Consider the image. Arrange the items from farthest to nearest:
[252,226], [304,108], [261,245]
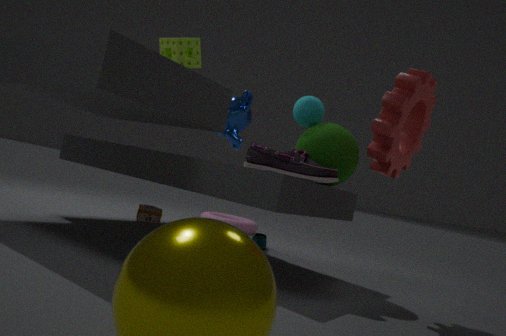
1. [252,226]
2. [261,245]
3. [304,108]
